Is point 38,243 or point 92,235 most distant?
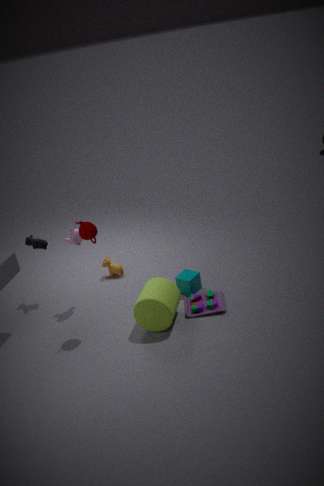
point 38,243
